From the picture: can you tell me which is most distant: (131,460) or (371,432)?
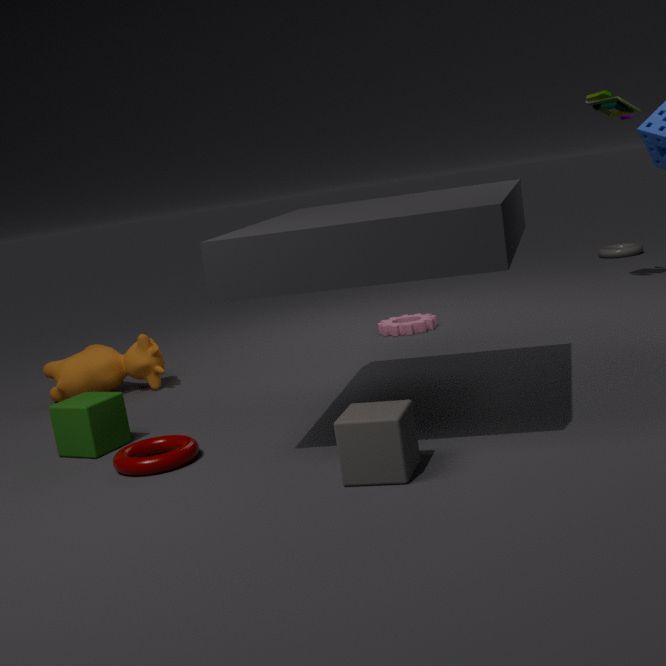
(131,460)
